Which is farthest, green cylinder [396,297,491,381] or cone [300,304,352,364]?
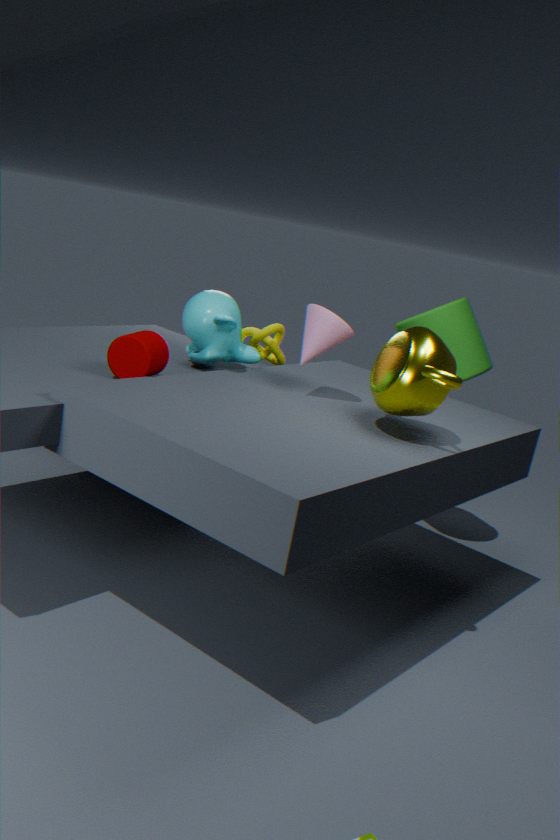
green cylinder [396,297,491,381]
